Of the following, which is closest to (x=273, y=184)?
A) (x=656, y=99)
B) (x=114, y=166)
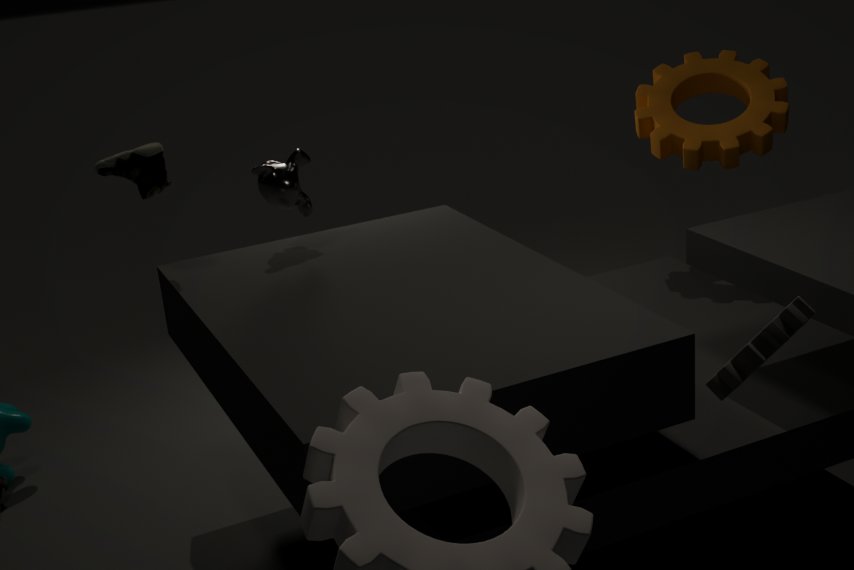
(x=114, y=166)
